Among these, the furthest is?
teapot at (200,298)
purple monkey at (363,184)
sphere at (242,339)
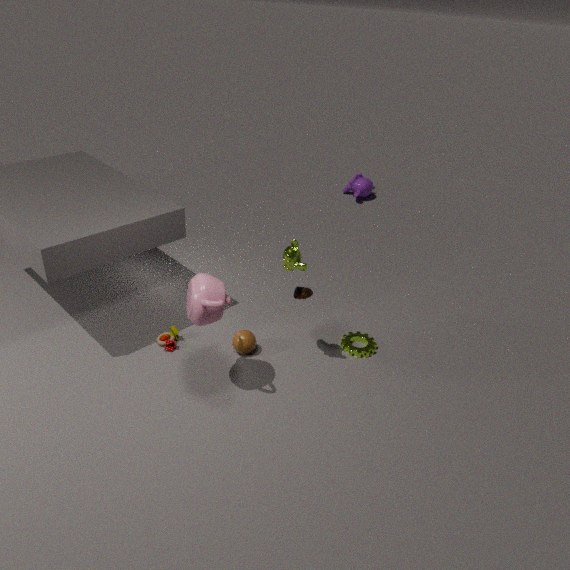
purple monkey at (363,184)
